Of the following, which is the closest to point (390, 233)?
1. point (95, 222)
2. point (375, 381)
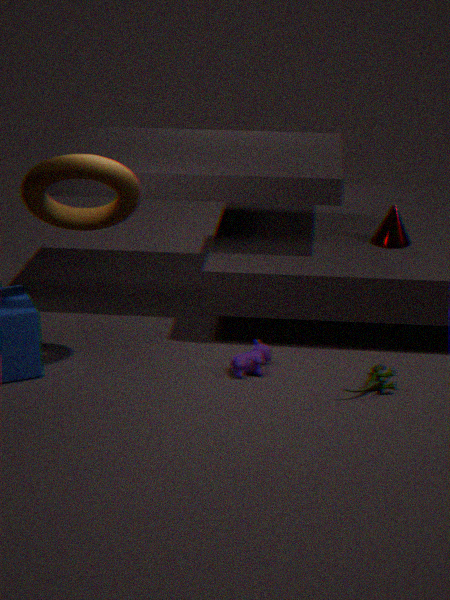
point (375, 381)
